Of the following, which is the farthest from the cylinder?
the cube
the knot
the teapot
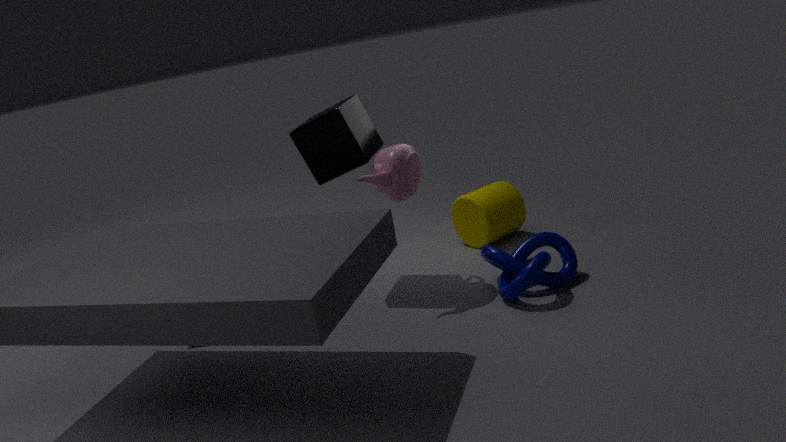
the cube
